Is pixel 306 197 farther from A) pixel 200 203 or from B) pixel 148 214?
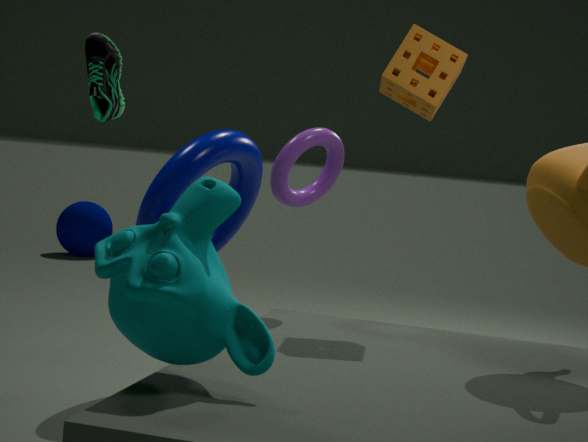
A) pixel 200 203
